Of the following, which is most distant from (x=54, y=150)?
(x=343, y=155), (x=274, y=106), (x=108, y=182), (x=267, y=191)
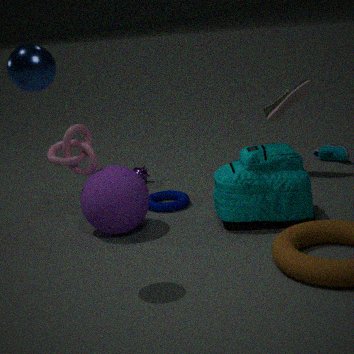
(x=343, y=155)
